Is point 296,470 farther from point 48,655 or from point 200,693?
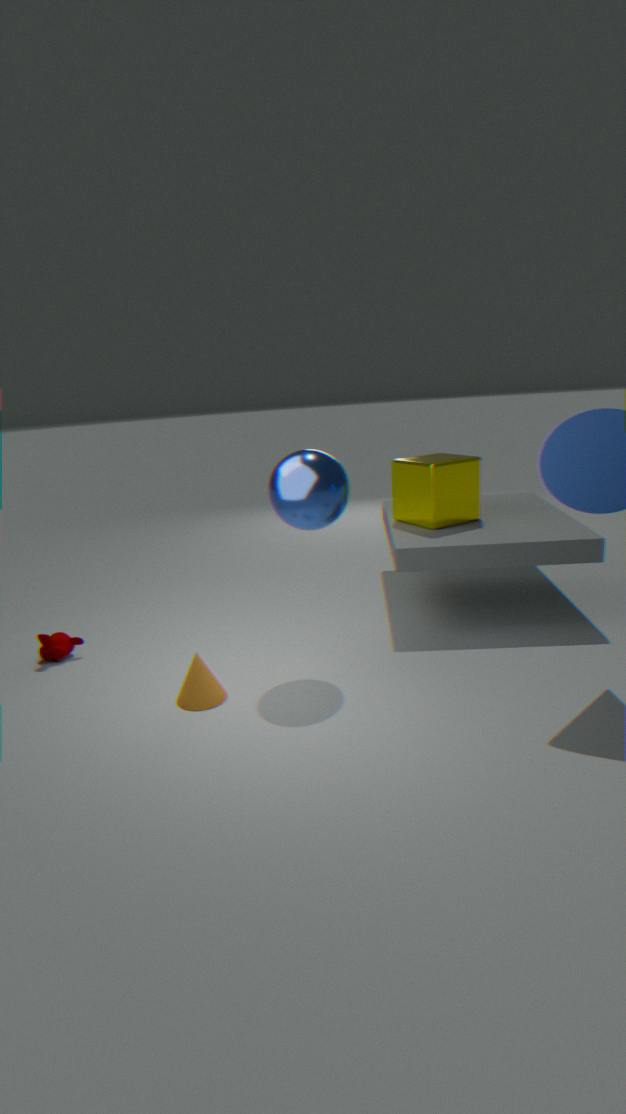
point 48,655
